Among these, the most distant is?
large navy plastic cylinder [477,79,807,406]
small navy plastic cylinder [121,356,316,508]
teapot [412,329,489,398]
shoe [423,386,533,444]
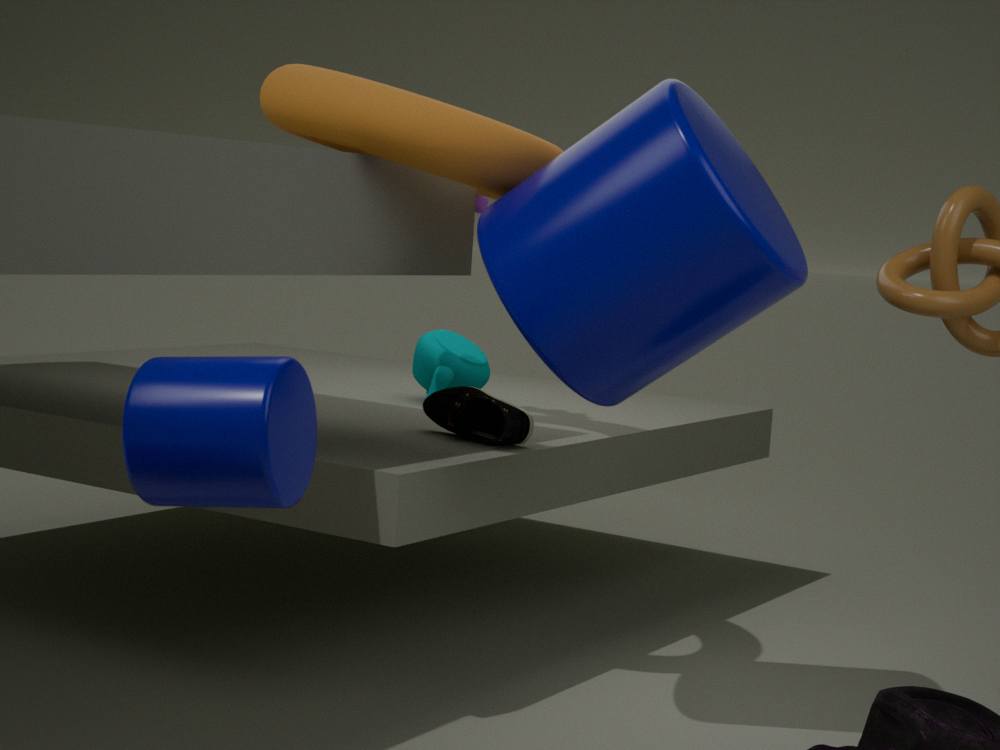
teapot [412,329,489,398]
